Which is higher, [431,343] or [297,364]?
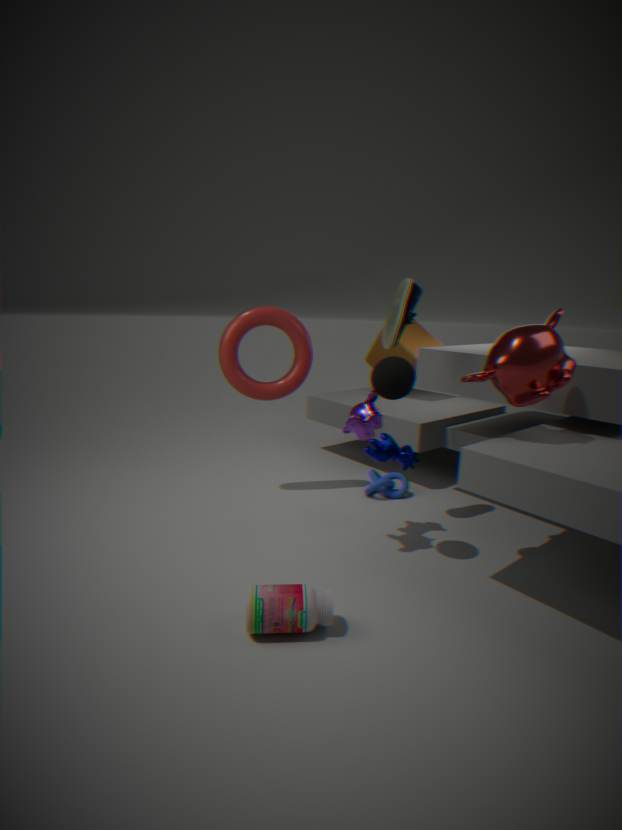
[297,364]
